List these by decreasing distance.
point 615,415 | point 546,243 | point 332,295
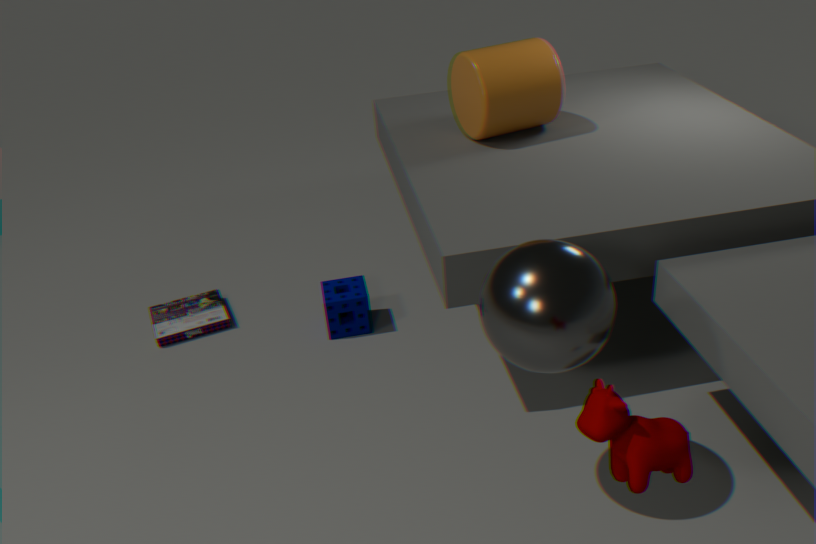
1. point 332,295
2. point 546,243
3. point 615,415
